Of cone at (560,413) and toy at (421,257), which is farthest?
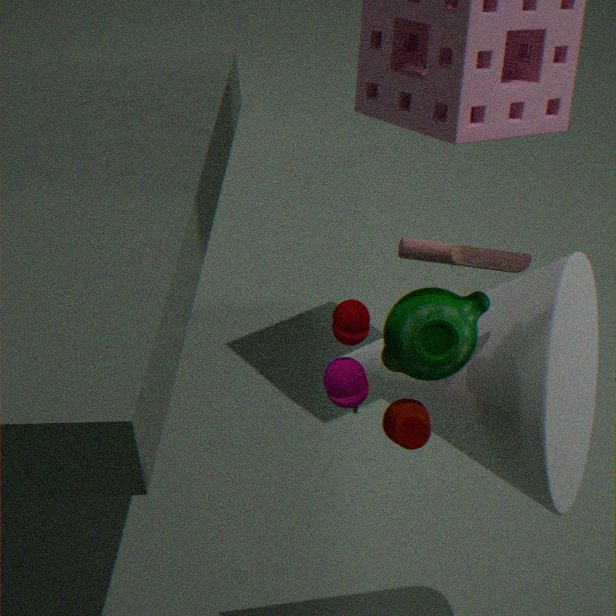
cone at (560,413)
